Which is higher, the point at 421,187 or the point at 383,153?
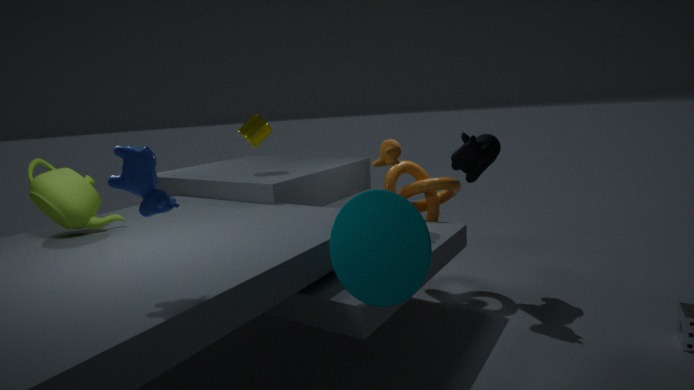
the point at 383,153
